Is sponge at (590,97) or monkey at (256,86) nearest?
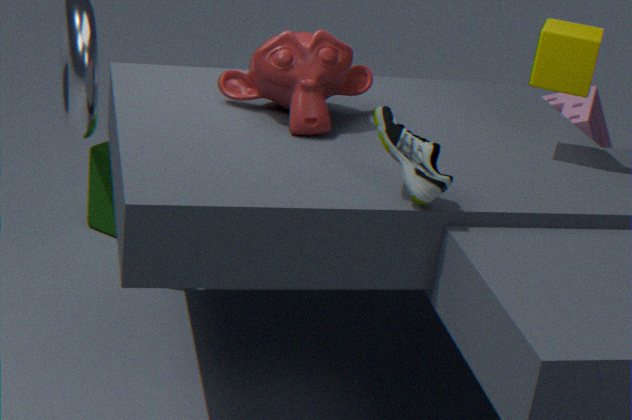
monkey at (256,86)
